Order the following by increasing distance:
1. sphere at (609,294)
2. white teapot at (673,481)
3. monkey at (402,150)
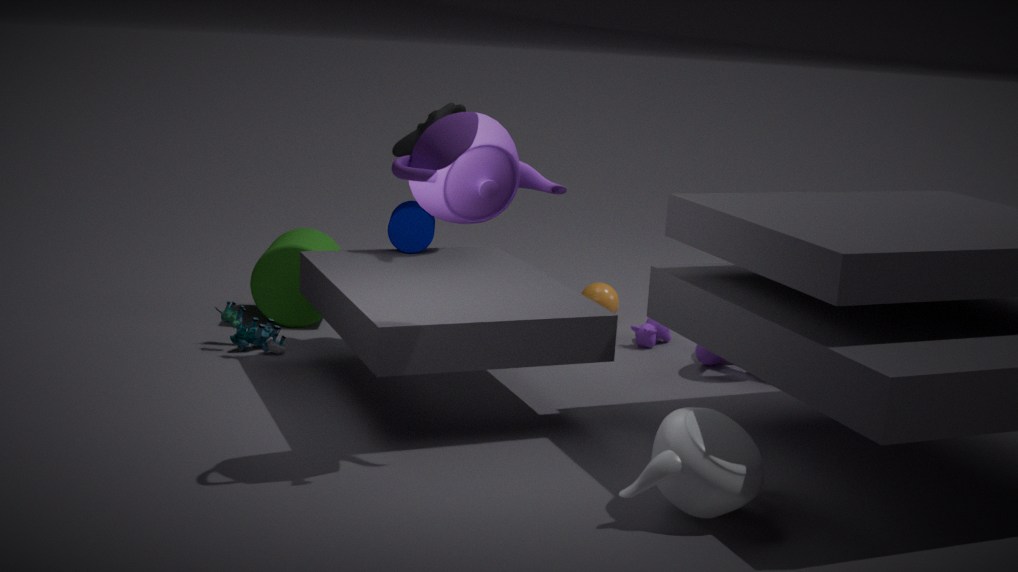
white teapot at (673,481)
monkey at (402,150)
sphere at (609,294)
